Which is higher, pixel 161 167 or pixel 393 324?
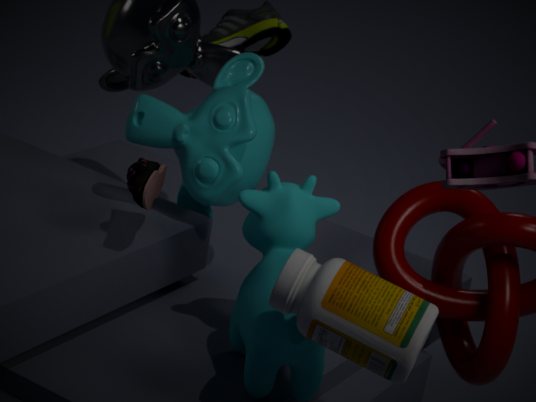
pixel 161 167
